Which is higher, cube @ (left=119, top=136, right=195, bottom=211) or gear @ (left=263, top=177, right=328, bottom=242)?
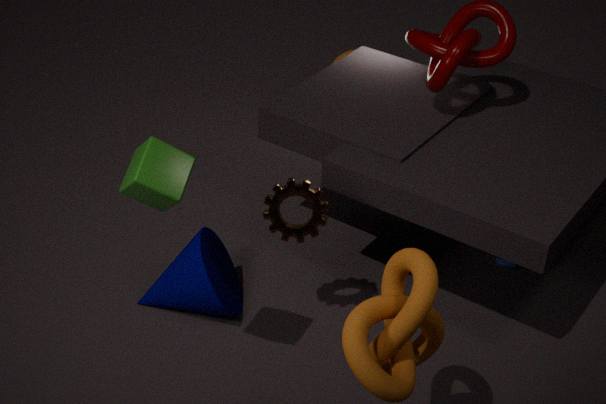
cube @ (left=119, top=136, right=195, bottom=211)
